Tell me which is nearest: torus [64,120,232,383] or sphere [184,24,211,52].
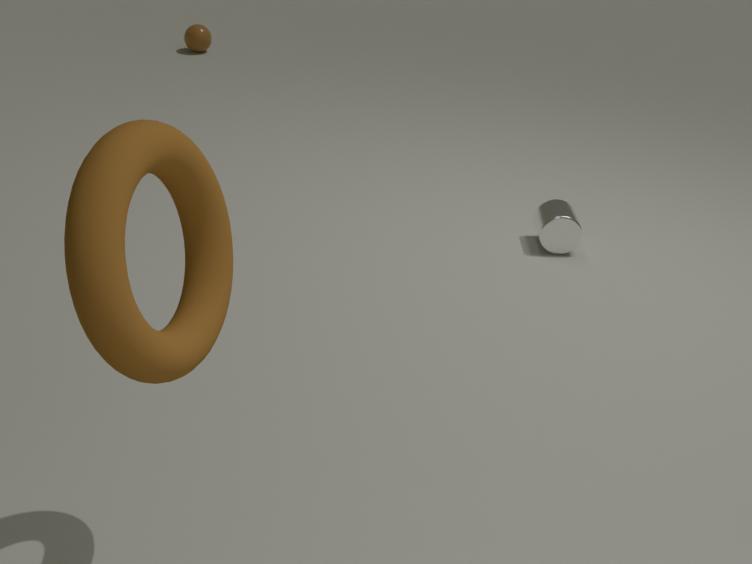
torus [64,120,232,383]
